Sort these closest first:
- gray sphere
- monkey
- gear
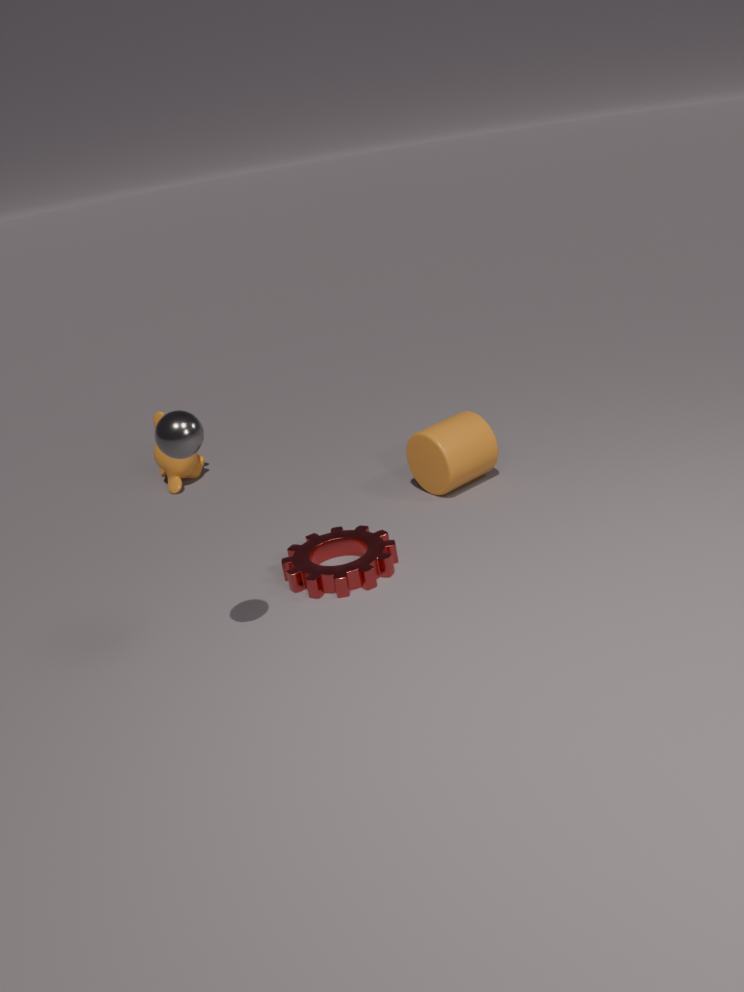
gray sphere
gear
monkey
